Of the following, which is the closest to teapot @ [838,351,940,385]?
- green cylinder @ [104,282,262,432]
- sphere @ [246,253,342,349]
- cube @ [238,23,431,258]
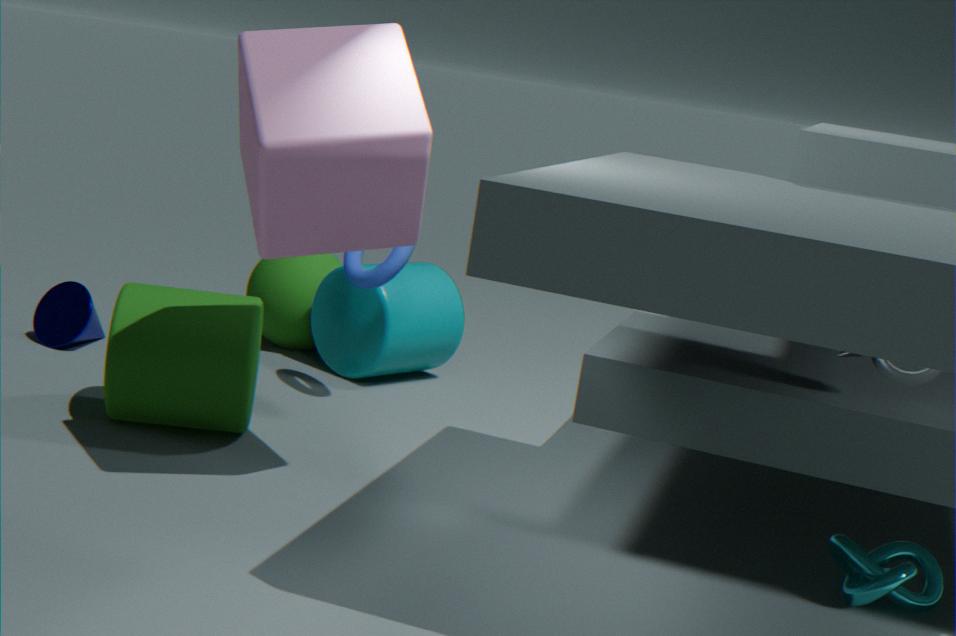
cube @ [238,23,431,258]
